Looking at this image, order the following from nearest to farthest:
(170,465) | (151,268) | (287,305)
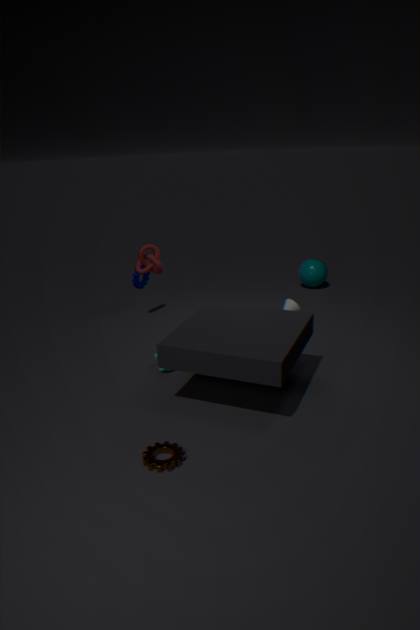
(170,465)
(151,268)
(287,305)
